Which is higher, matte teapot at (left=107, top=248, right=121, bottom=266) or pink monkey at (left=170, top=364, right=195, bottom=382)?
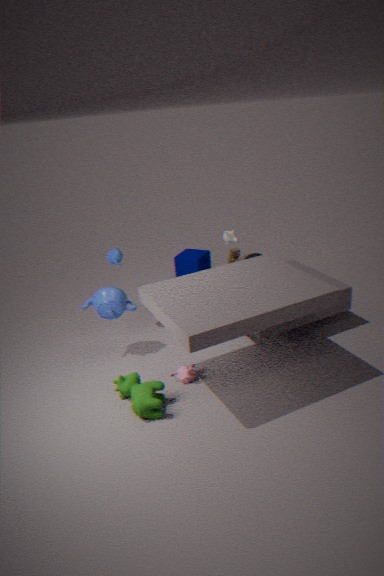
matte teapot at (left=107, top=248, right=121, bottom=266)
